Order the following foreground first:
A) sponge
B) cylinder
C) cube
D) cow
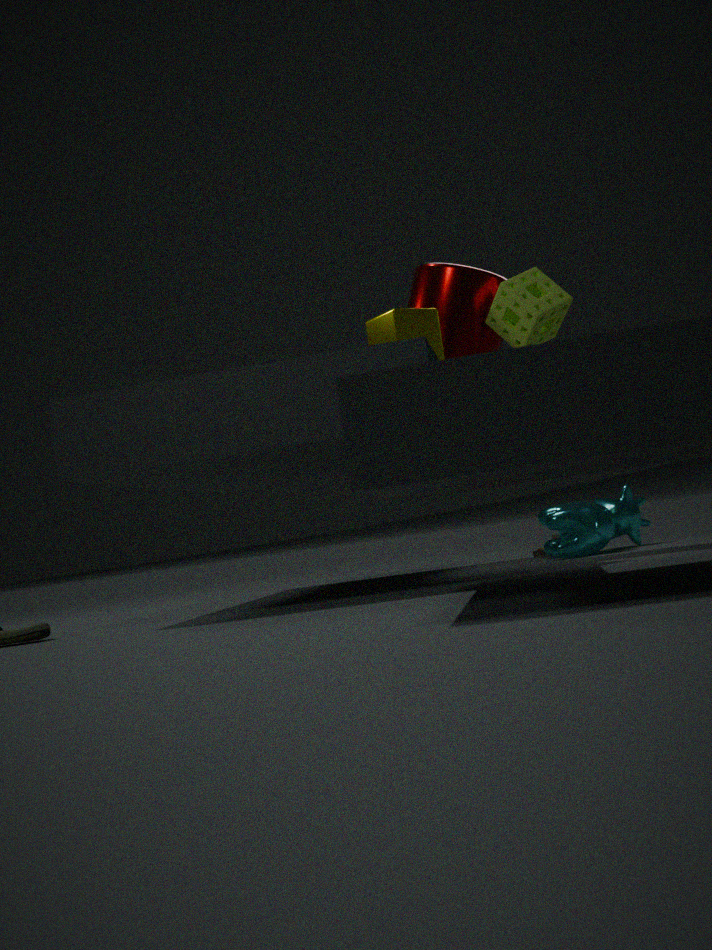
cube
sponge
cylinder
cow
